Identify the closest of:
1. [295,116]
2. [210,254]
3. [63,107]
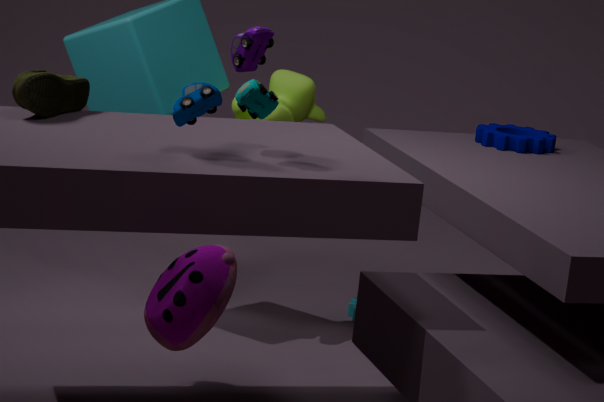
[210,254]
